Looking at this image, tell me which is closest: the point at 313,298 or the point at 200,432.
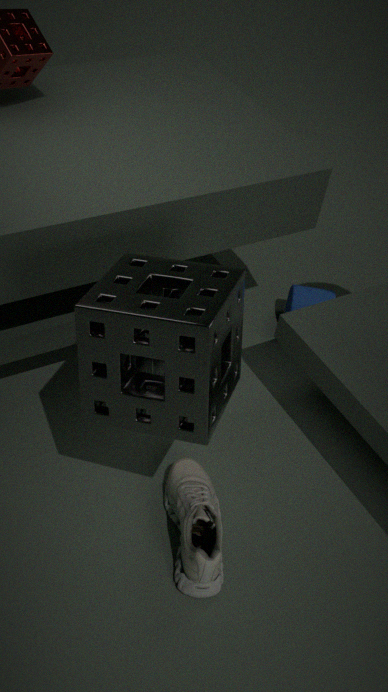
the point at 200,432
